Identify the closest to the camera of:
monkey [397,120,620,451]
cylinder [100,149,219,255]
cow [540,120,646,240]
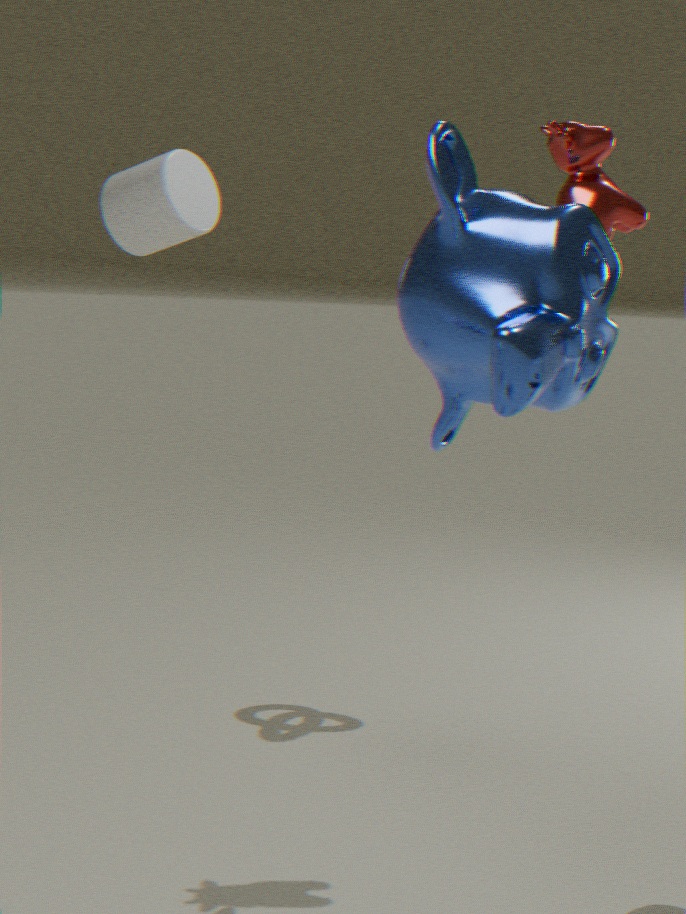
monkey [397,120,620,451]
